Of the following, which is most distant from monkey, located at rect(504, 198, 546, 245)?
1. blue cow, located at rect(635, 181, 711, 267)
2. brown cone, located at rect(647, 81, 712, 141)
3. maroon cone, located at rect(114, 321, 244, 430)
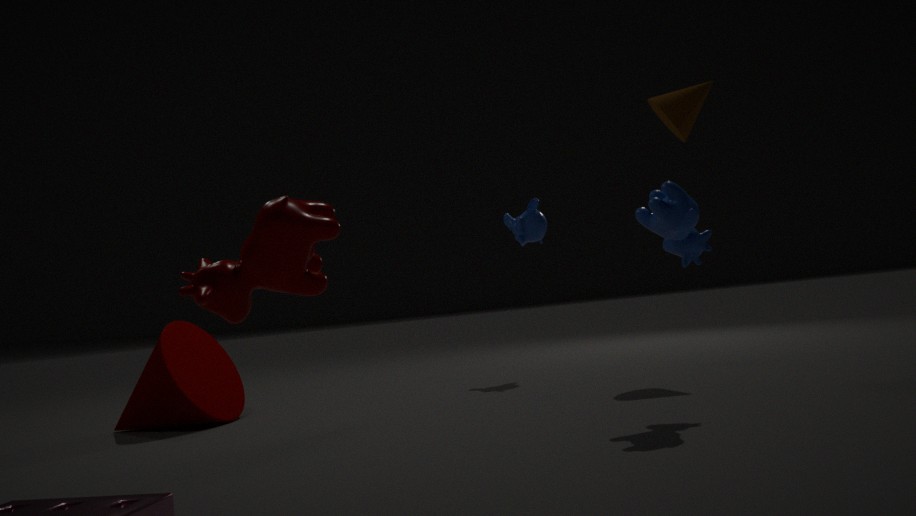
maroon cone, located at rect(114, 321, 244, 430)
